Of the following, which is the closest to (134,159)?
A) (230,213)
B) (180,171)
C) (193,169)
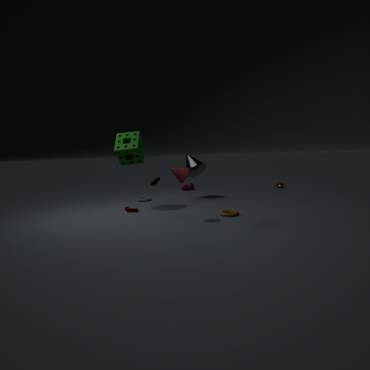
(180,171)
